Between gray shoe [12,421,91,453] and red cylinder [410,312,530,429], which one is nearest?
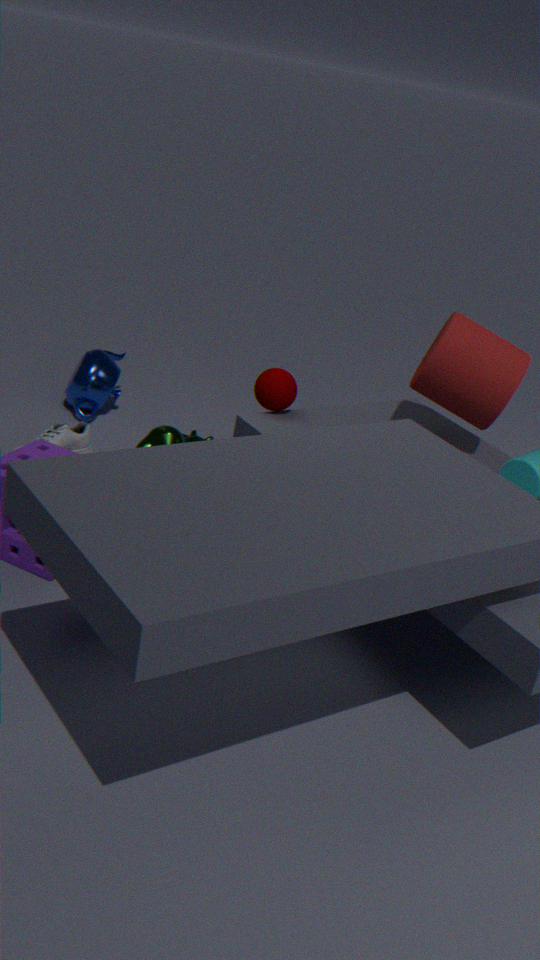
red cylinder [410,312,530,429]
